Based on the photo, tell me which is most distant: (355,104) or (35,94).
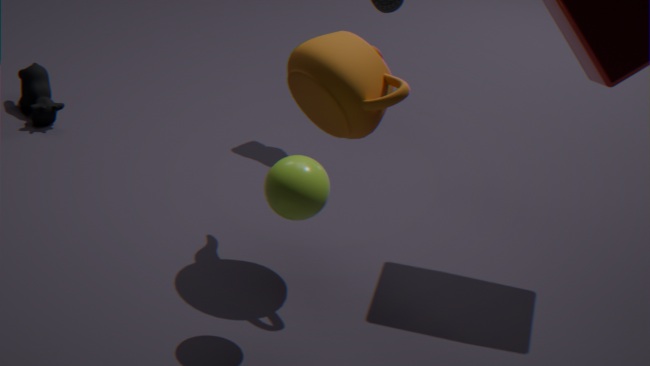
(35,94)
